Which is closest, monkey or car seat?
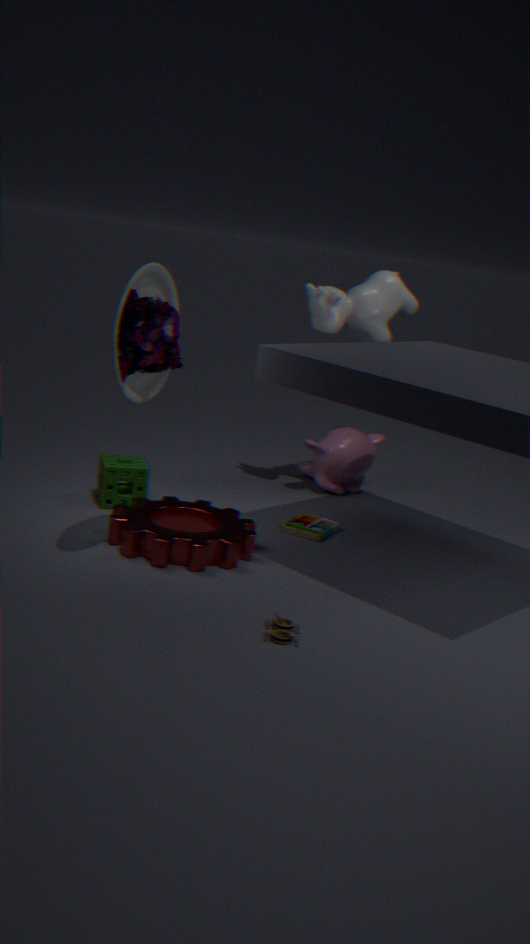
car seat
